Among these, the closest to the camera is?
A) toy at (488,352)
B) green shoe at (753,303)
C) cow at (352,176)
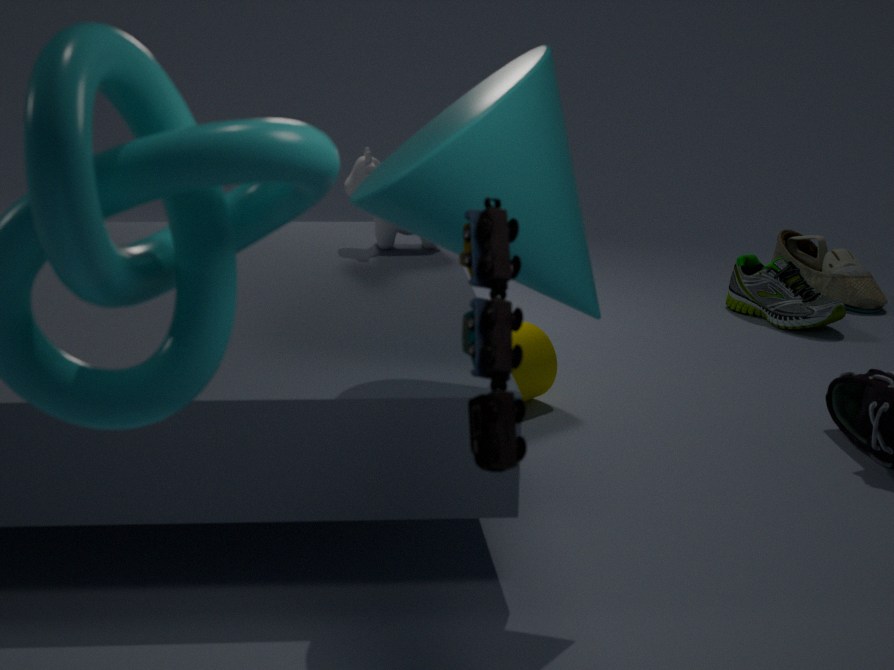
toy at (488,352)
